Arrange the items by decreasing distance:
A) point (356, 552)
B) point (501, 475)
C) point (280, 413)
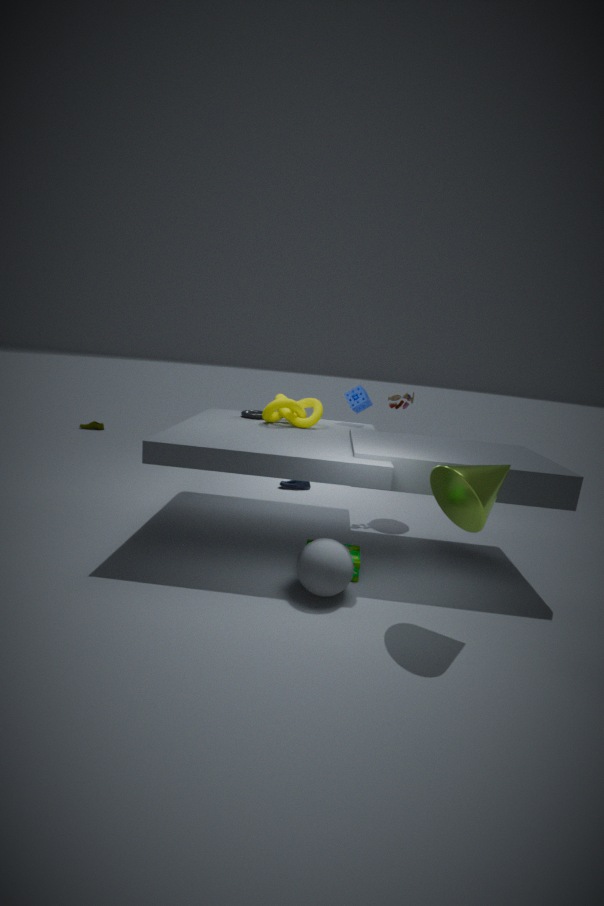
point (280, 413), point (356, 552), point (501, 475)
